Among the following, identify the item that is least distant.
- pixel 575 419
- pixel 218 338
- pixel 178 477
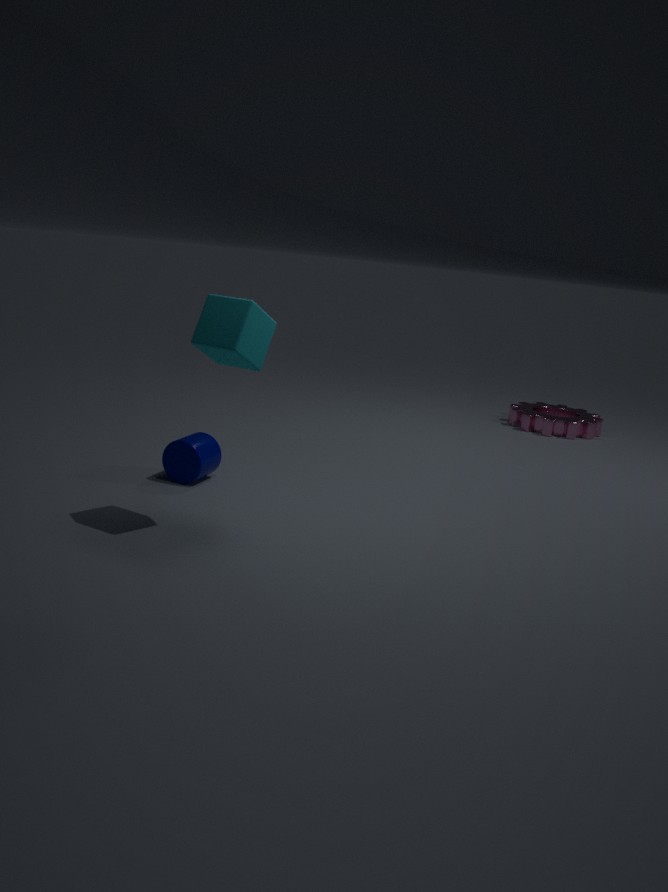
pixel 218 338
